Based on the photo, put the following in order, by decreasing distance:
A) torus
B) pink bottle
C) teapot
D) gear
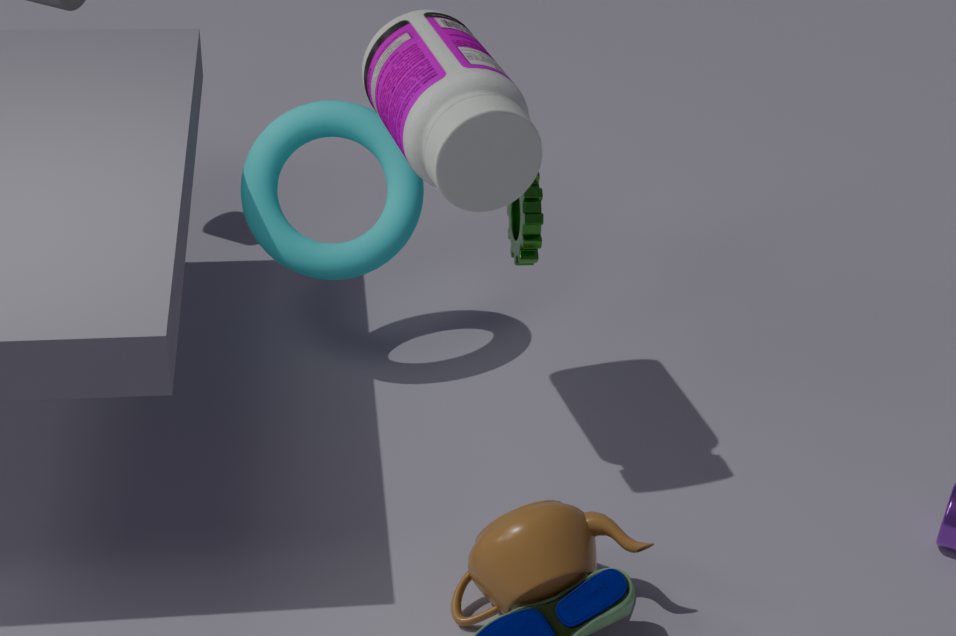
1. torus
2. gear
3. teapot
4. pink bottle
